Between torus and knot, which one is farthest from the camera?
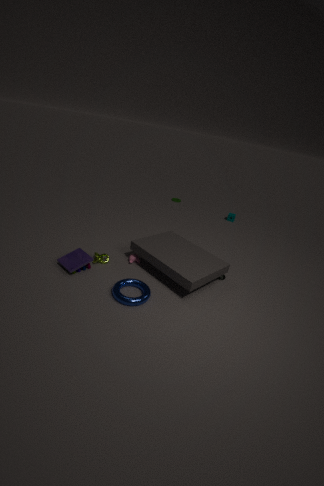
knot
